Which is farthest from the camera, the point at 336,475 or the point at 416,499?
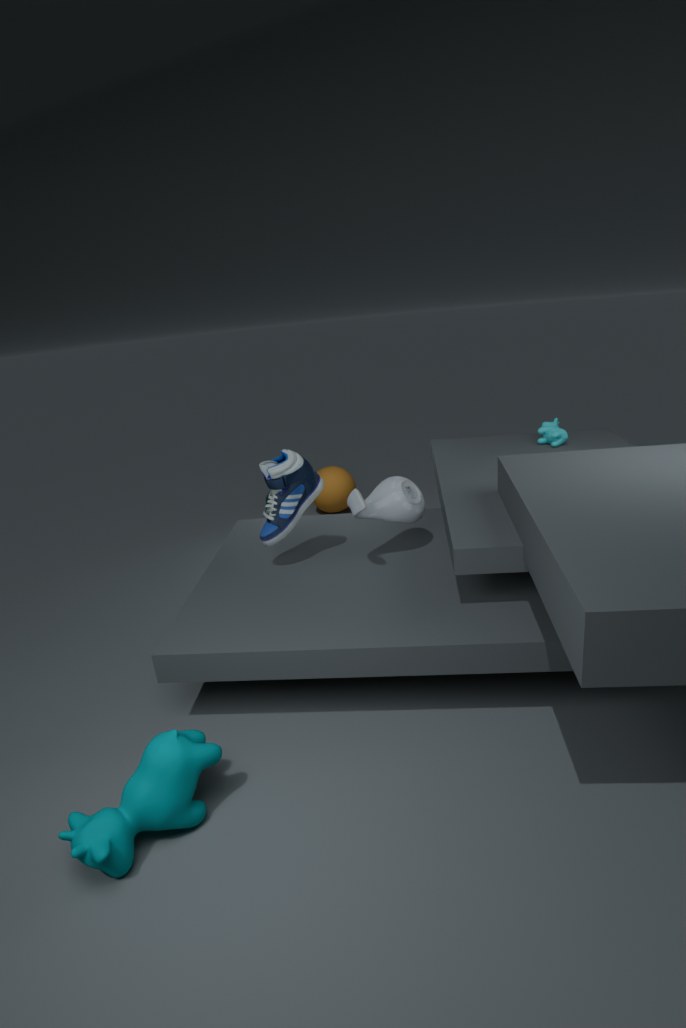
the point at 336,475
